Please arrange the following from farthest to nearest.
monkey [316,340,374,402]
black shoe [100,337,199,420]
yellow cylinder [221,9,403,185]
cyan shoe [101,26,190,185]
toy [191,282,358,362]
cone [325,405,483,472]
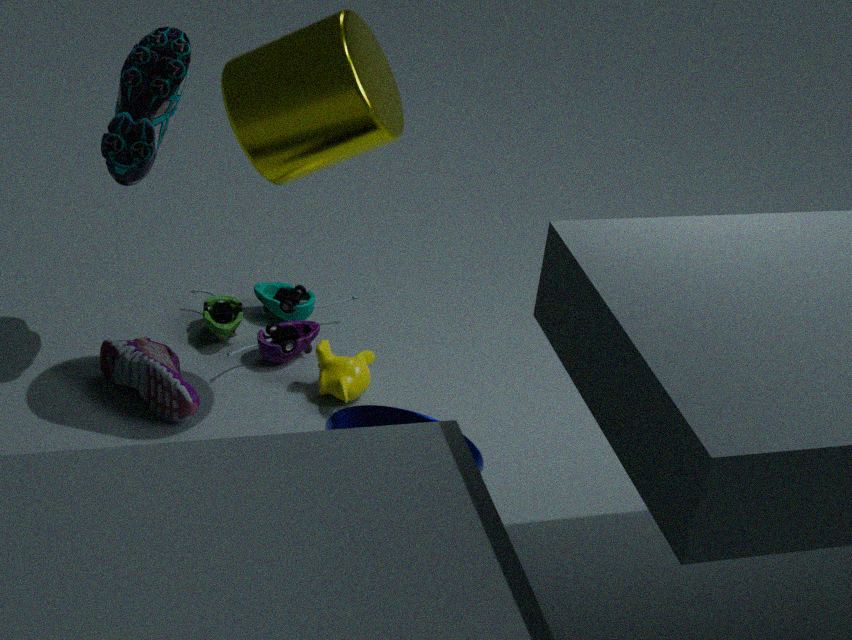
toy [191,282,358,362], monkey [316,340,374,402], black shoe [100,337,199,420], cyan shoe [101,26,190,185], cone [325,405,483,472], yellow cylinder [221,9,403,185]
